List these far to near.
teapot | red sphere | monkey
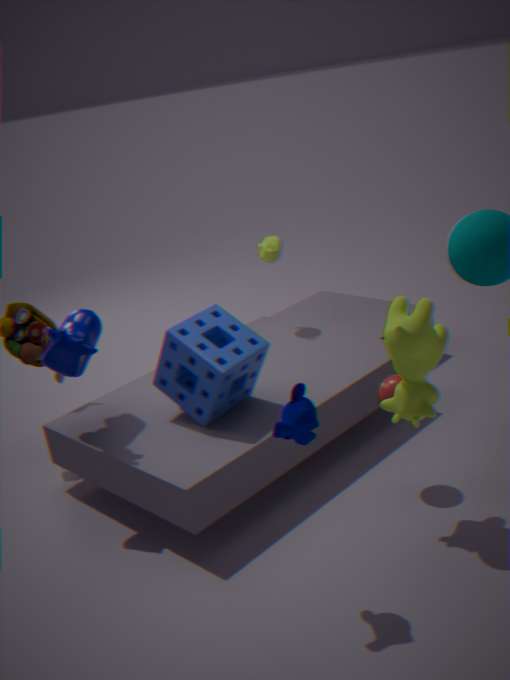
teapot < red sphere < monkey
